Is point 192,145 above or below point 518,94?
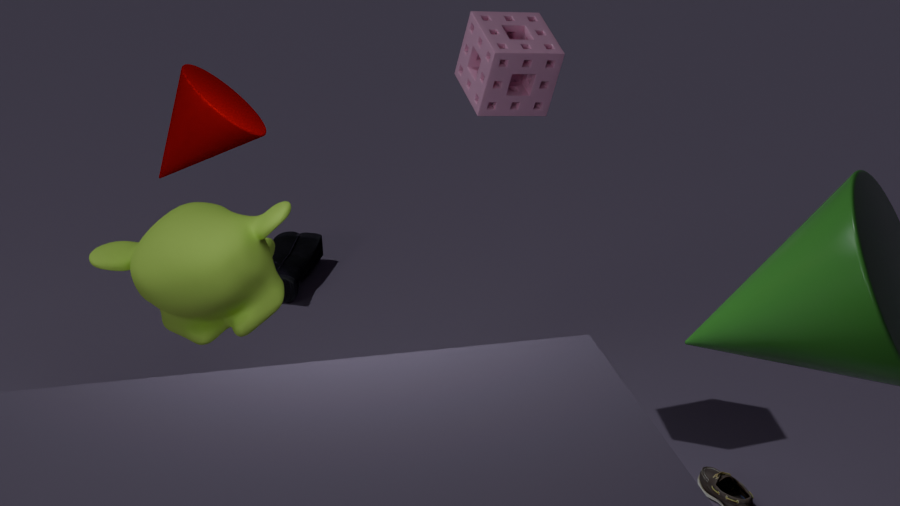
above
